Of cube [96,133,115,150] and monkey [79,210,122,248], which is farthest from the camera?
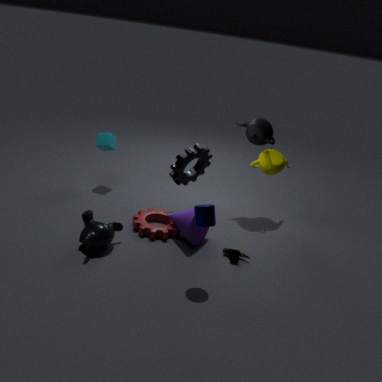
cube [96,133,115,150]
